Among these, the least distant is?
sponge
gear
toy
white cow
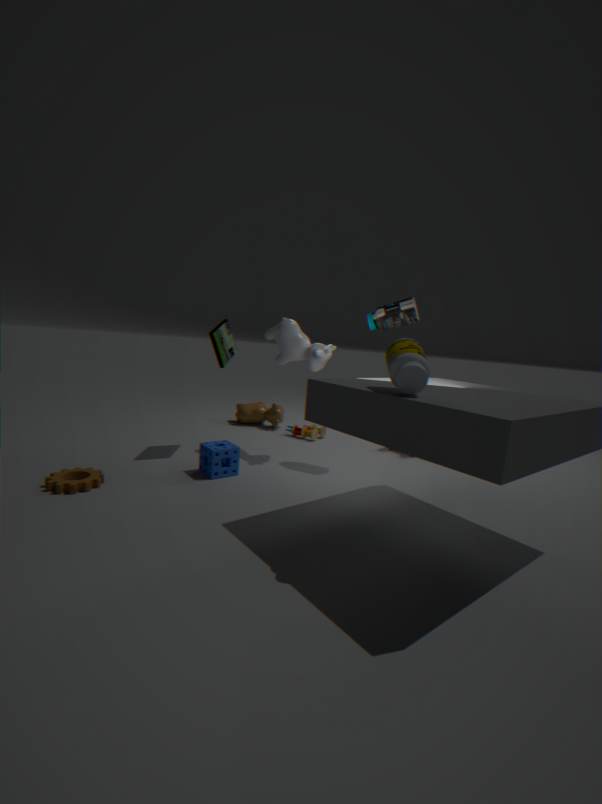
gear
